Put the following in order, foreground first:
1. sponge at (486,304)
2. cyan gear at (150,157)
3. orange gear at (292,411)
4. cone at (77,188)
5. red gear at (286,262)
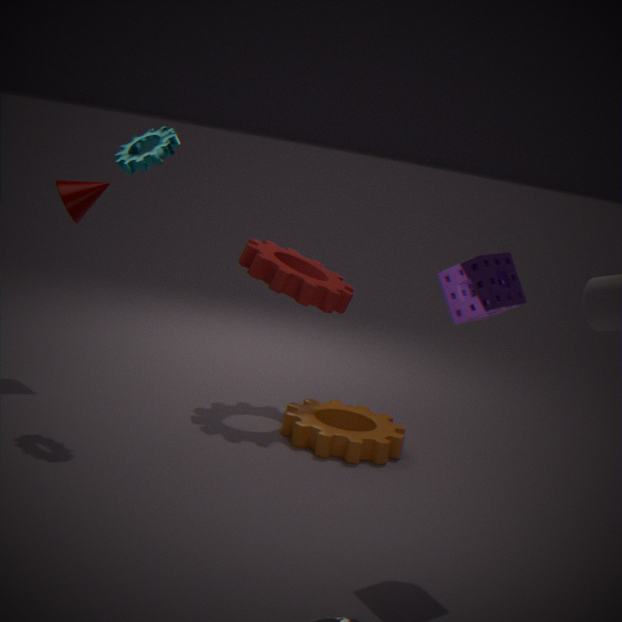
1. sponge at (486,304)
2. cyan gear at (150,157)
3. orange gear at (292,411)
4. red gear at (286,262)
5. cone at (77,188)
